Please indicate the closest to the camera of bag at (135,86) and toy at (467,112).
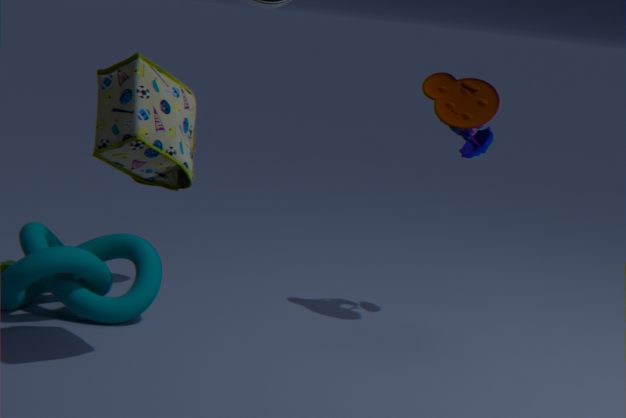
bag at (135,86)
